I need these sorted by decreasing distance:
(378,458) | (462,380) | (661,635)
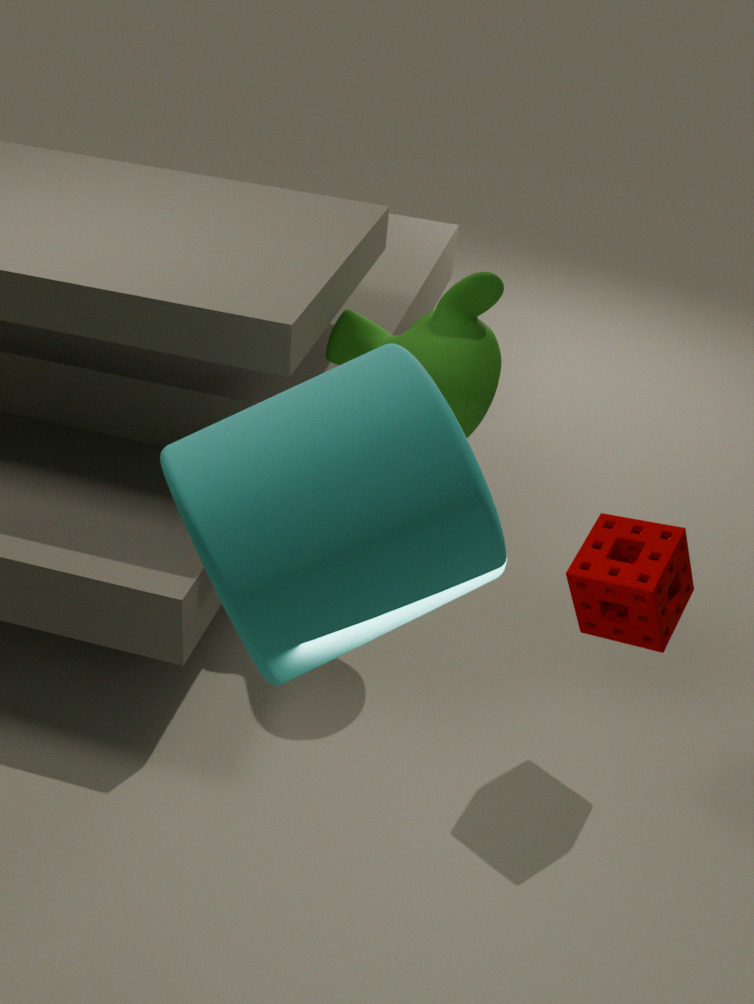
(462,380) < (661,635) < (378,458)
